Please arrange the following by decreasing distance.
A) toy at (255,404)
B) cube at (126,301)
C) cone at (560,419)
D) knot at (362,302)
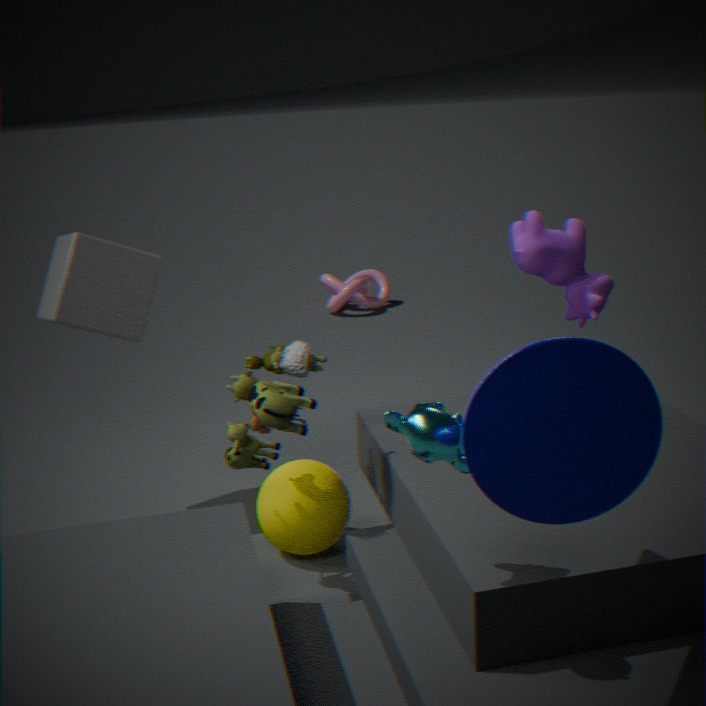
knot at (362,302) < cube at (126,301) < toy at (255,404) < cone at (560,419)
